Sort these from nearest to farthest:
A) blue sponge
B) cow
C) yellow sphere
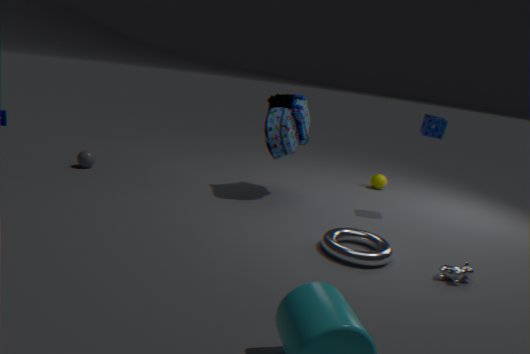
cow < blue sponge < yellow sphere
